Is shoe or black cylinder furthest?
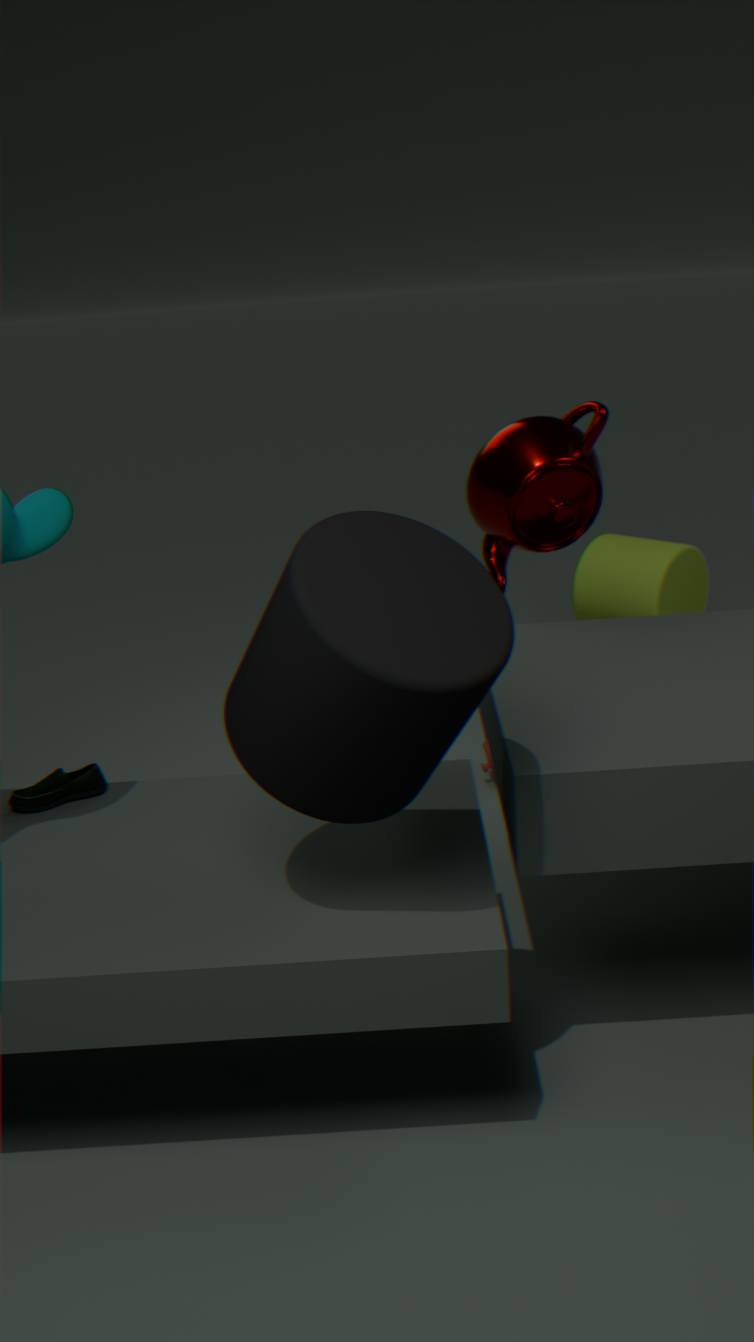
shoe
